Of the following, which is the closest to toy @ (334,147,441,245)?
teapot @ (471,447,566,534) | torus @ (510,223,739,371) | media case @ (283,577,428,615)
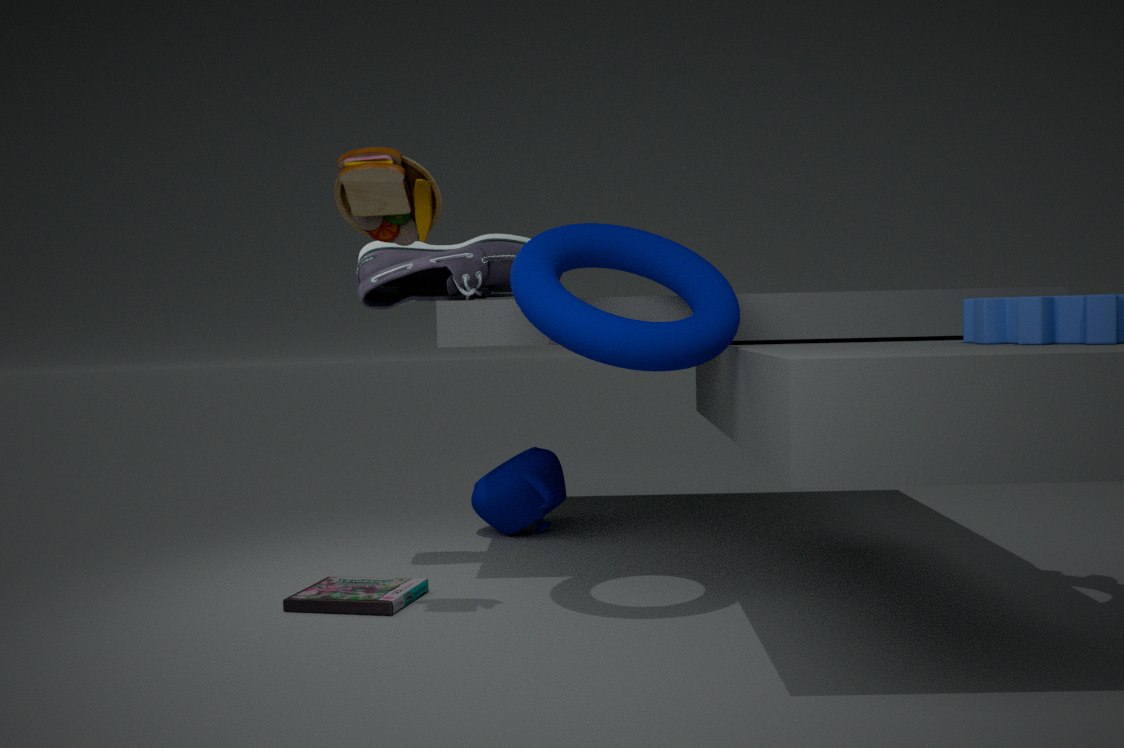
torus @ (510,223,739,371)
